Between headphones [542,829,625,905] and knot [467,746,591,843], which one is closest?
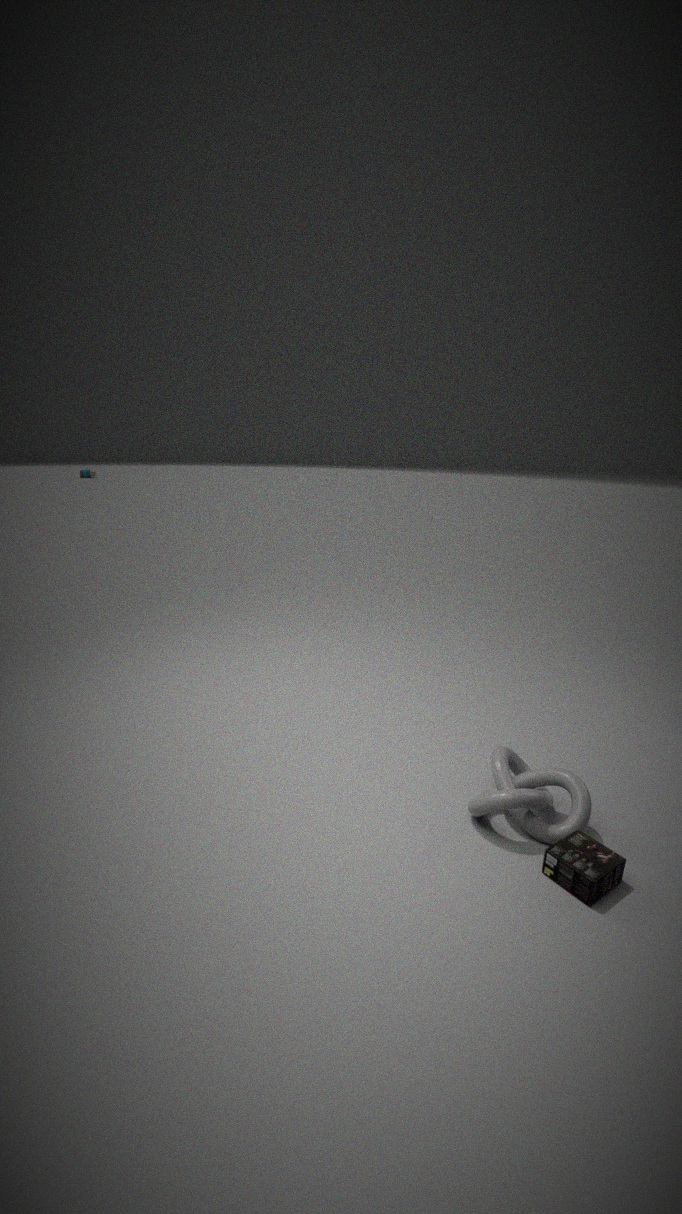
headphones [542,829,625,905]
